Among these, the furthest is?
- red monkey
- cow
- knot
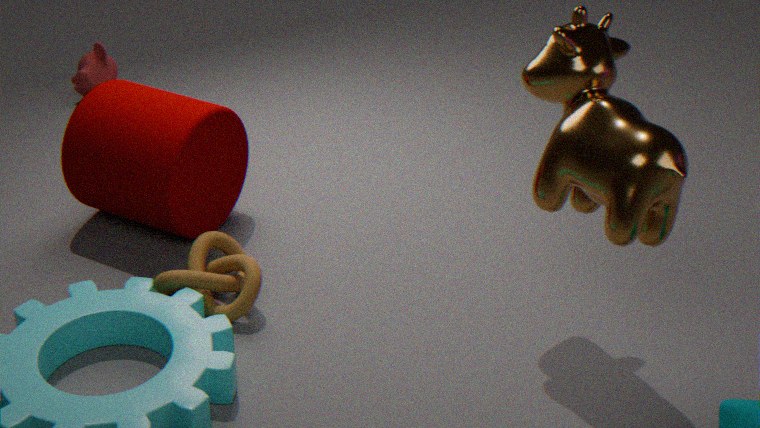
red monkey
